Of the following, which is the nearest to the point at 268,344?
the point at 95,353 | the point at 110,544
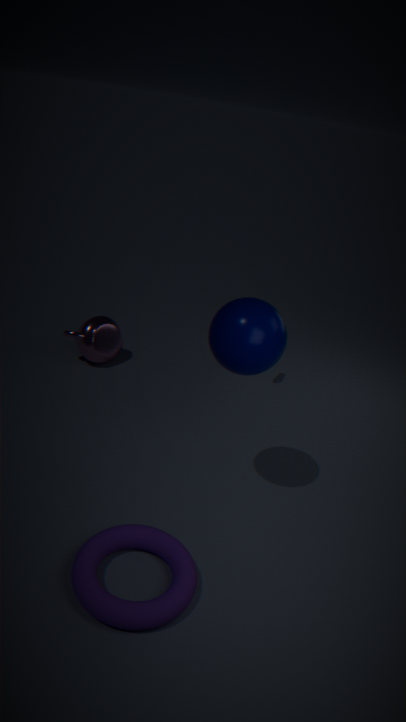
the point at 110,544
